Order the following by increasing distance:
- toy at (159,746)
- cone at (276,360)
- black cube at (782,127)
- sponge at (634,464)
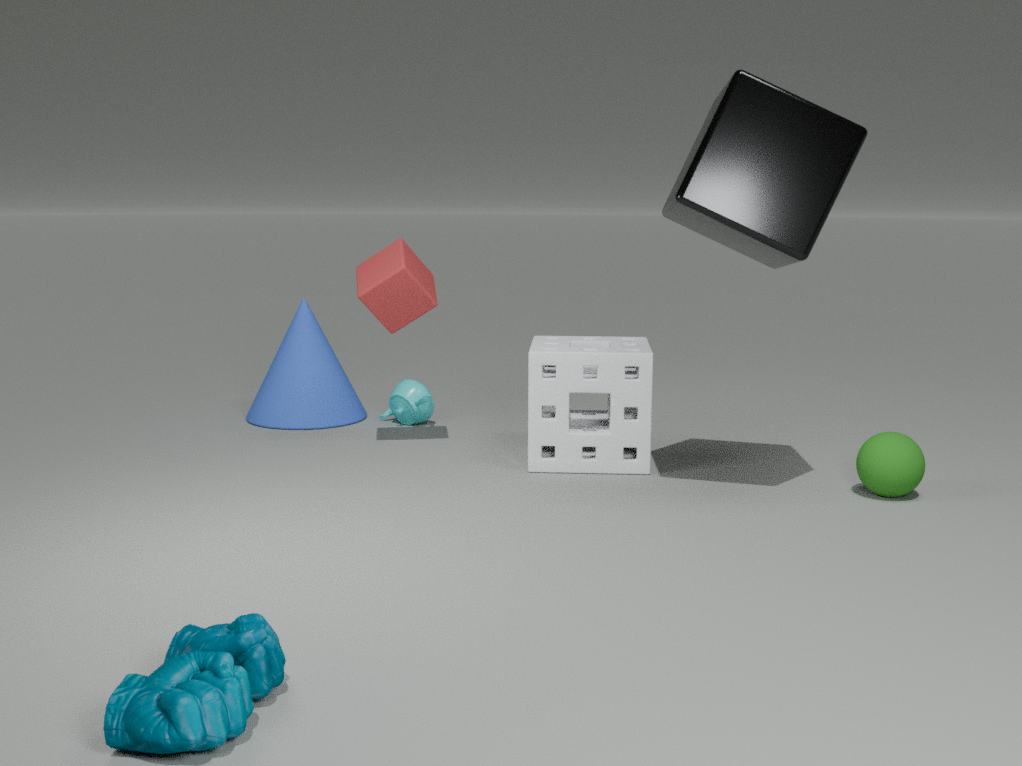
toy at (159,746), black cube at (782,127), sponge at (634,464), cone at (276,360)
